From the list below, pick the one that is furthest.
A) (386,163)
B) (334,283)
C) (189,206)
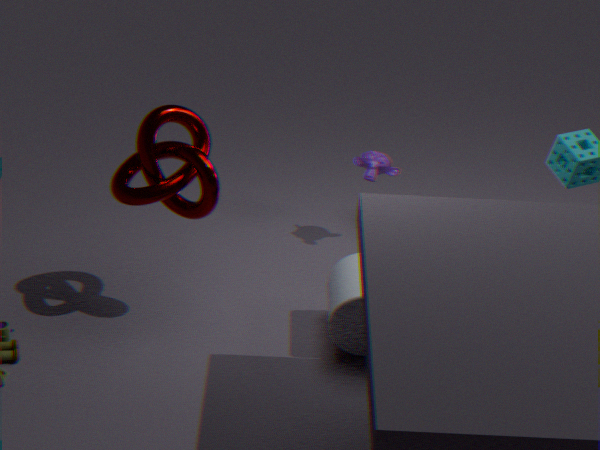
(386,163)
